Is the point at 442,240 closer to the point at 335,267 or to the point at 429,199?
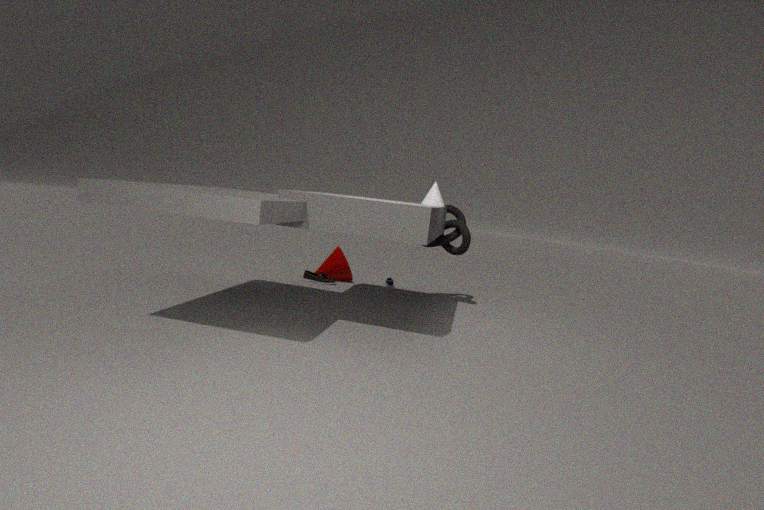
the point at 429,199
